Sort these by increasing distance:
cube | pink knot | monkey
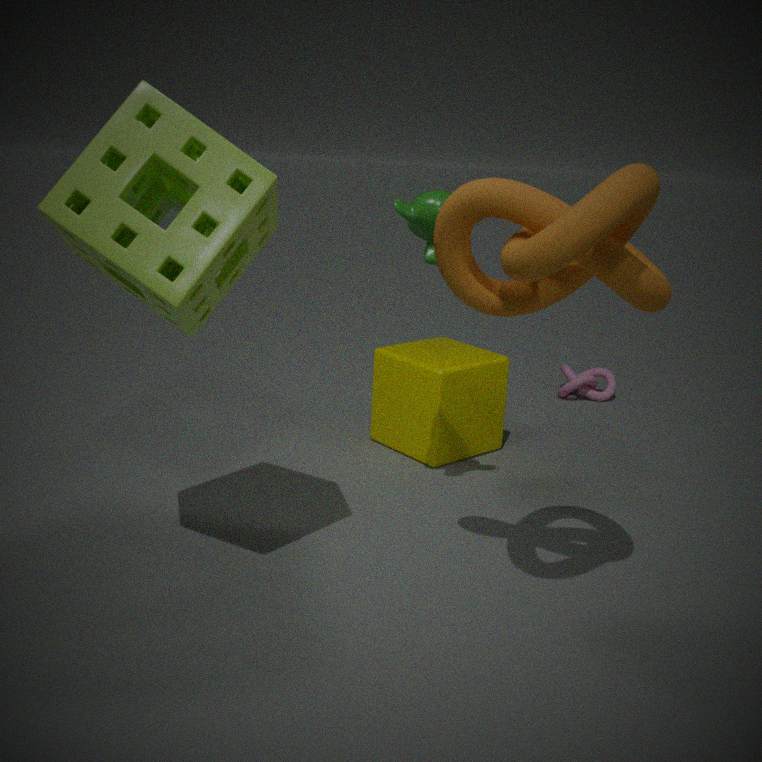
monkey
cube
pink knot
